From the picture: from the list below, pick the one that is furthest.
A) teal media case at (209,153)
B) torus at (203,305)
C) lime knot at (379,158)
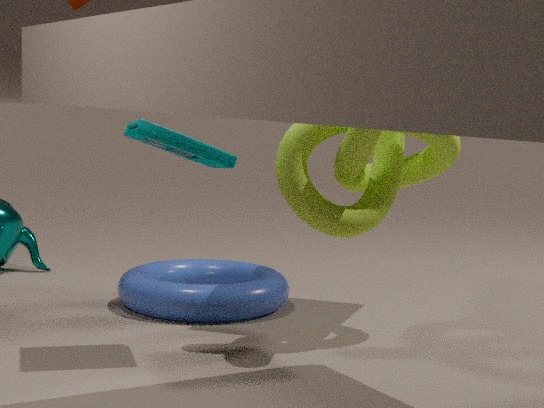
torus at (203,305)
